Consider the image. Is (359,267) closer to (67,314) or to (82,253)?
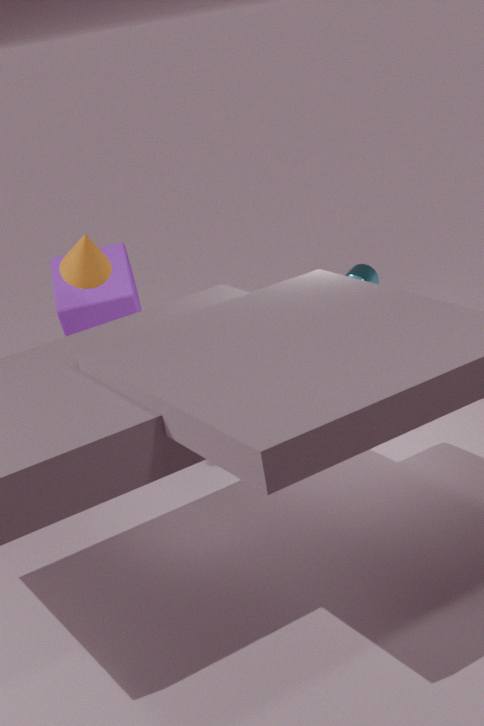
(67,314)
